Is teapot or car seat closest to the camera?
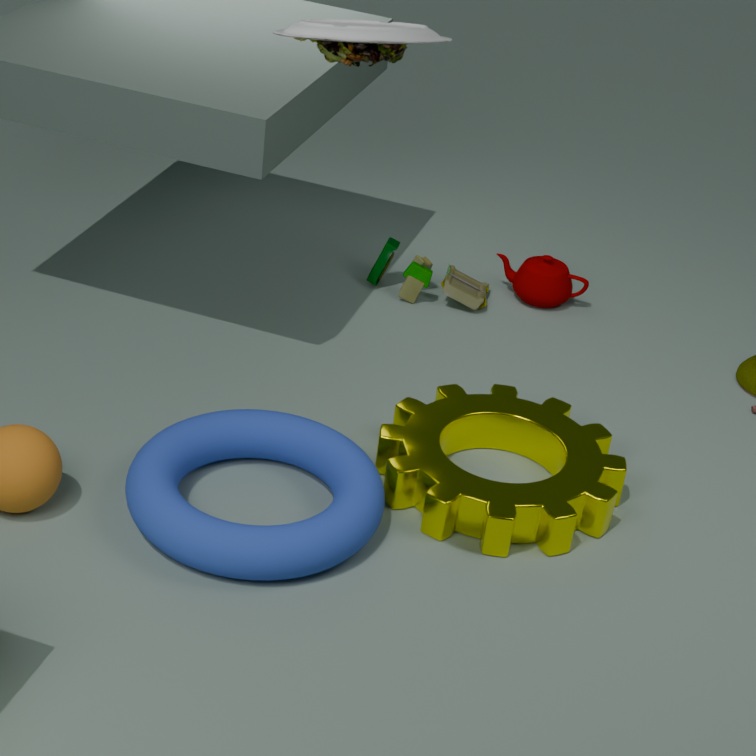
car seat
